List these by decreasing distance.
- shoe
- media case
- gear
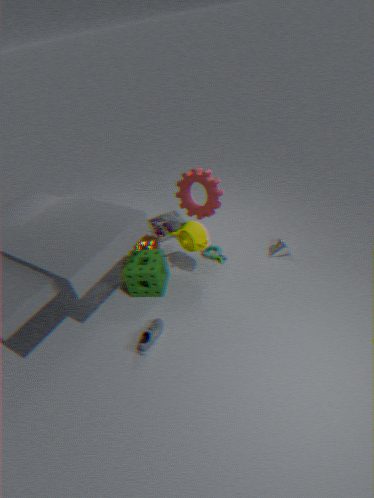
1. media case
2. gear
3. shoe
